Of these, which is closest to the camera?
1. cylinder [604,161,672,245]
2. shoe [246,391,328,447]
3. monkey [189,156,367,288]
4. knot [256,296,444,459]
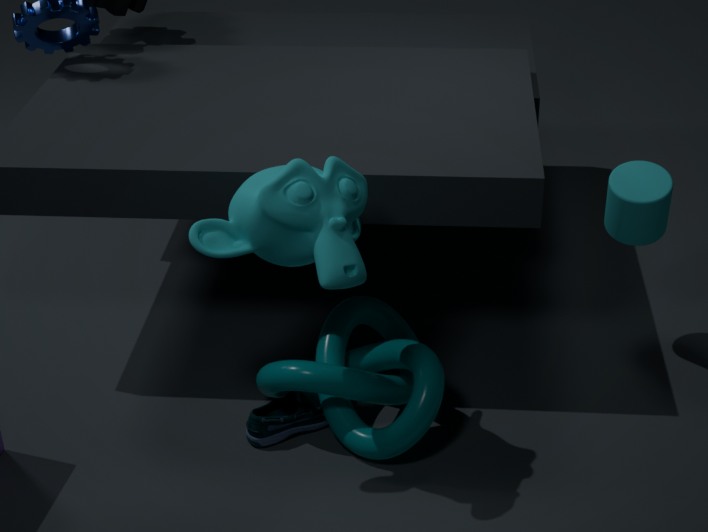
monkey [189,156,367,288]
